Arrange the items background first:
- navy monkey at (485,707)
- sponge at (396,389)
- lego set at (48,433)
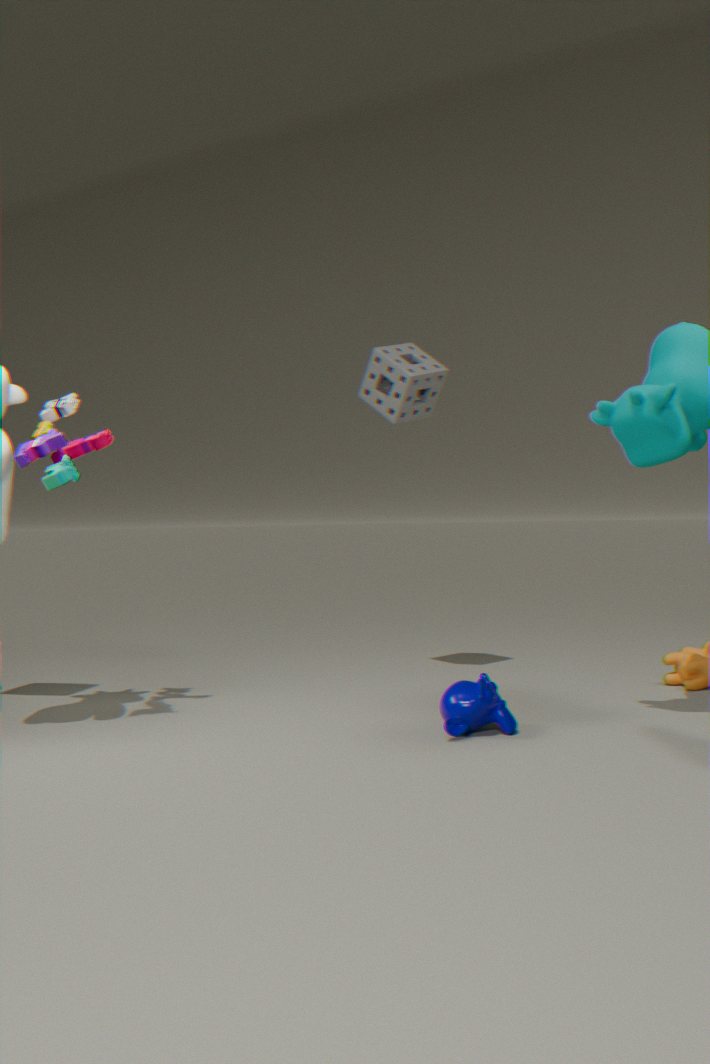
sponge at (396,389) → lego set at (48,433) → navy monkey at (485,707)
